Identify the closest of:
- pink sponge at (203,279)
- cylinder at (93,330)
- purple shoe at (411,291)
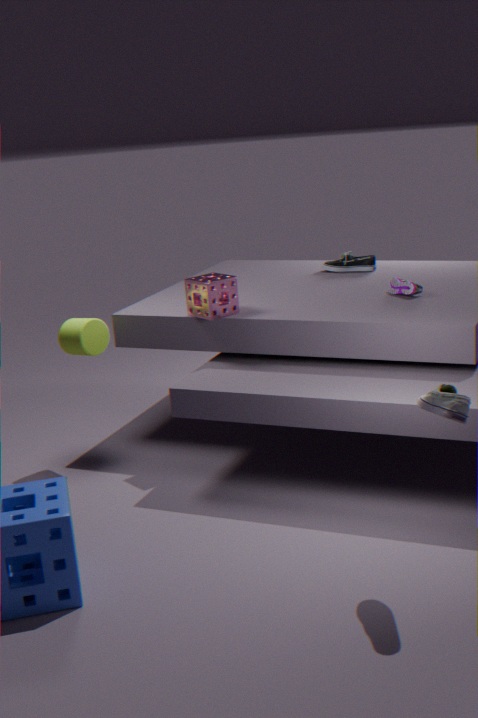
pink sponge at (203,279)
